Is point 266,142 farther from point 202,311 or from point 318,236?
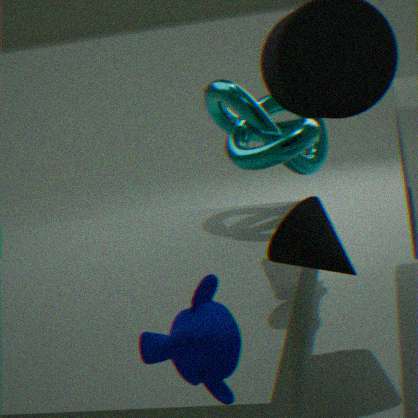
point 202,311
